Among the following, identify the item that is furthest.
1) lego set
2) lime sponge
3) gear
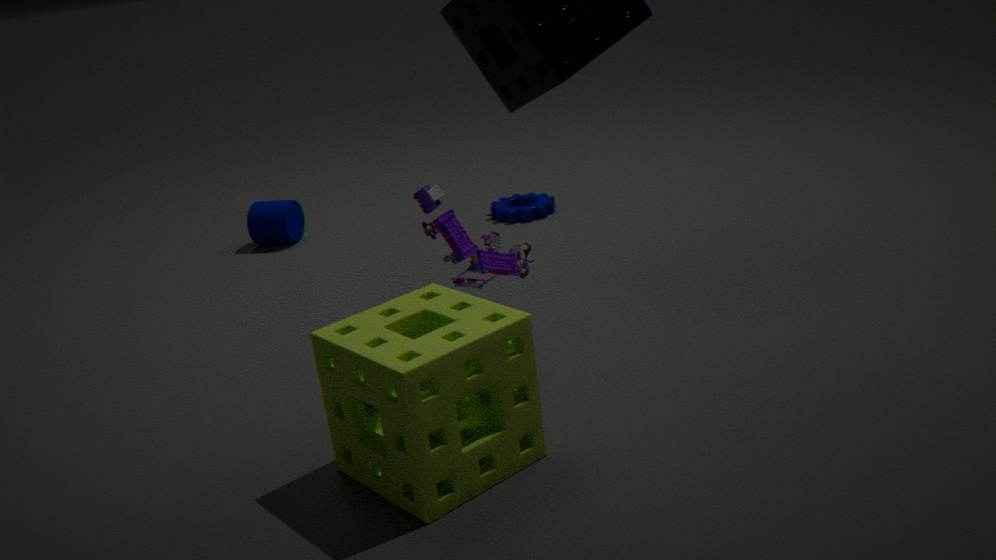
3. gear
